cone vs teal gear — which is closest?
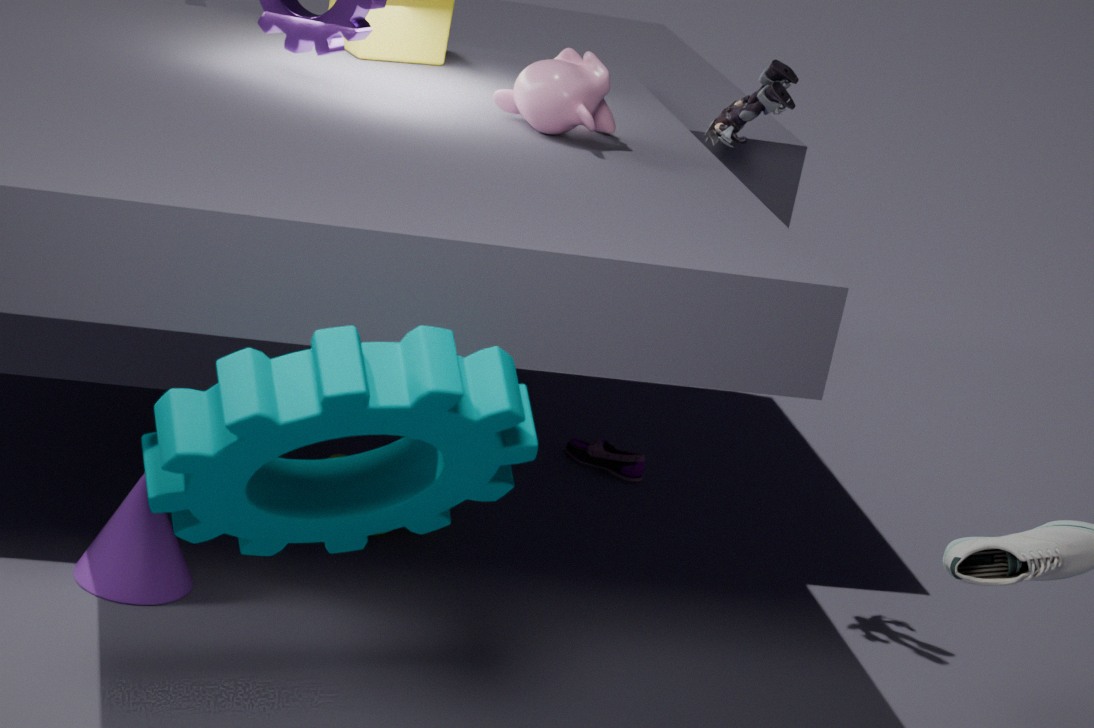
teal gear
